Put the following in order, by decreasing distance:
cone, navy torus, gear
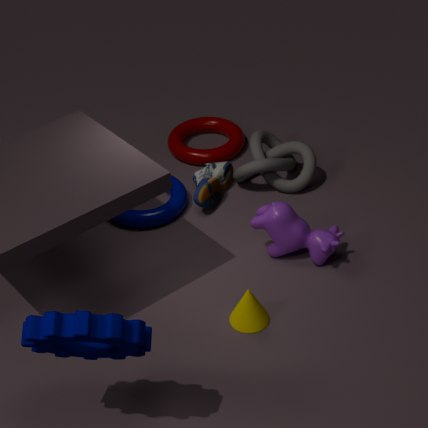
navy torus
cone
gear
